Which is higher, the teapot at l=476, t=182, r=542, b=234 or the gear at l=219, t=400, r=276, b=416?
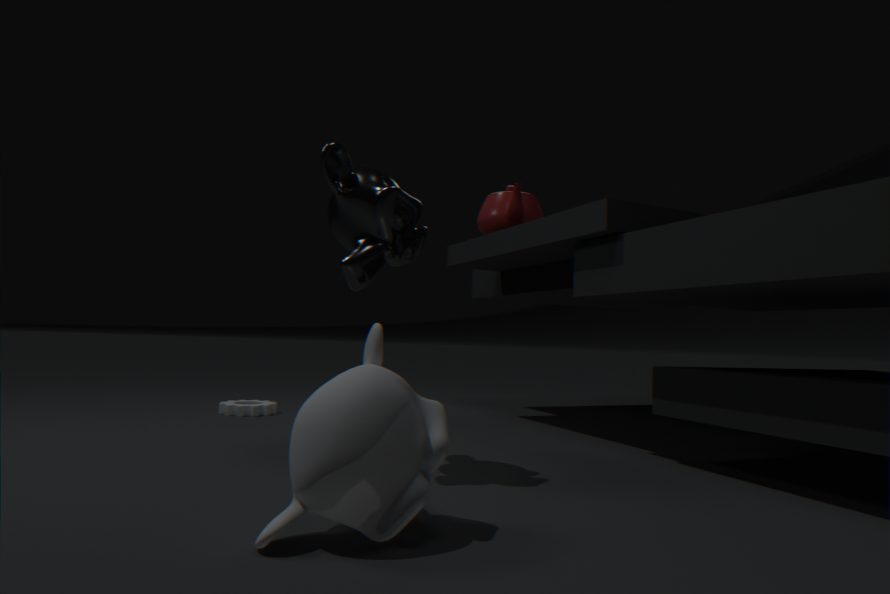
the teapot at l=476, t=182, r=542, b=234
